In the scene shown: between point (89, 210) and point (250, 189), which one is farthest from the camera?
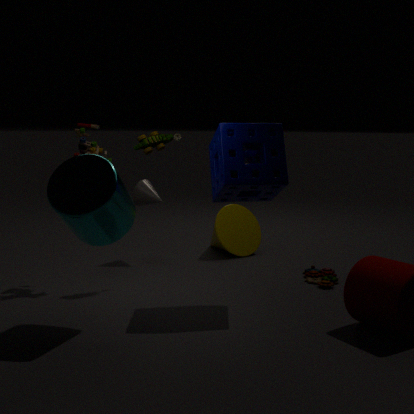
point (250, 189)
